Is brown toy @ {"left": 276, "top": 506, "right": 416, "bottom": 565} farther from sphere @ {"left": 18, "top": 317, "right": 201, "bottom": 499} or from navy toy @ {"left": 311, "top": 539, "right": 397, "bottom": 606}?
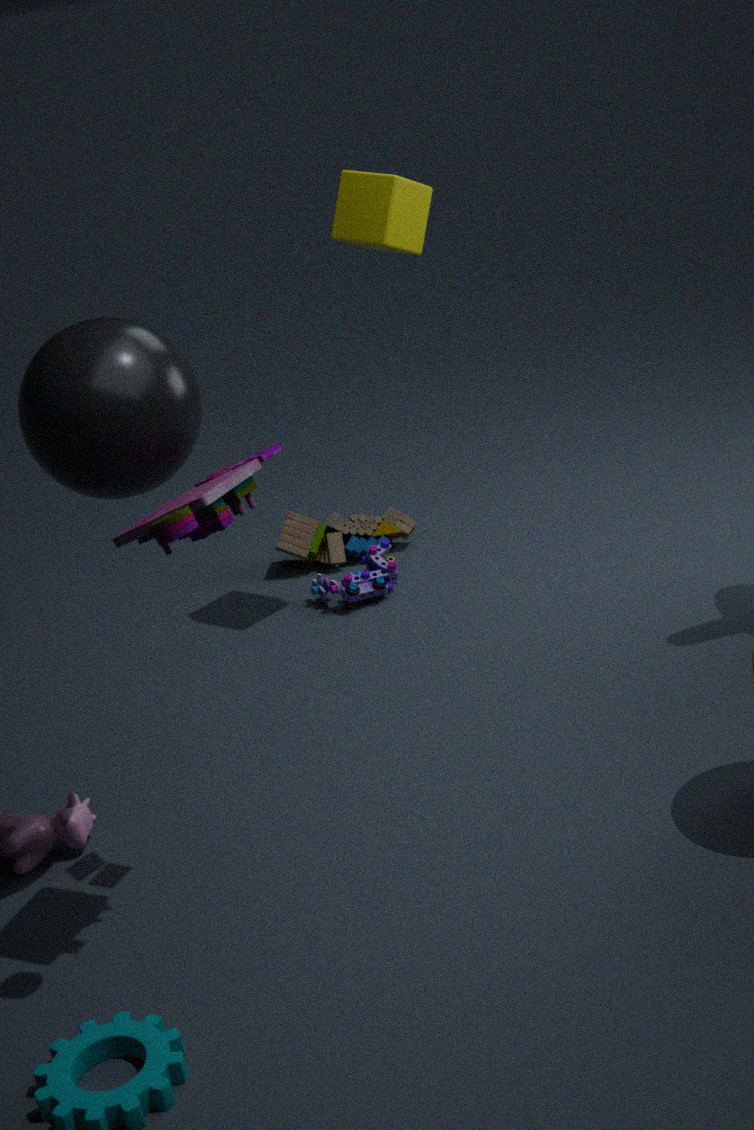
sphere @ {"left": 18, "top": 317, "right": 201, "bottom": 499}
